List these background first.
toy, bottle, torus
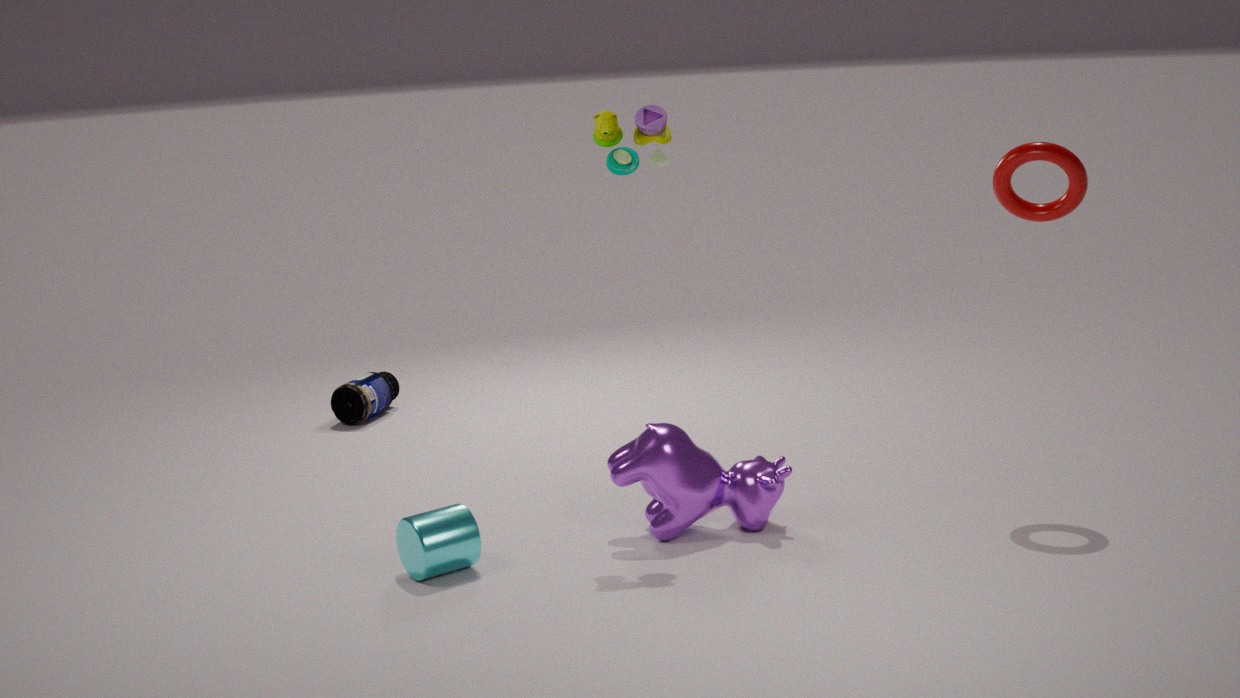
bottle < torus < toy
